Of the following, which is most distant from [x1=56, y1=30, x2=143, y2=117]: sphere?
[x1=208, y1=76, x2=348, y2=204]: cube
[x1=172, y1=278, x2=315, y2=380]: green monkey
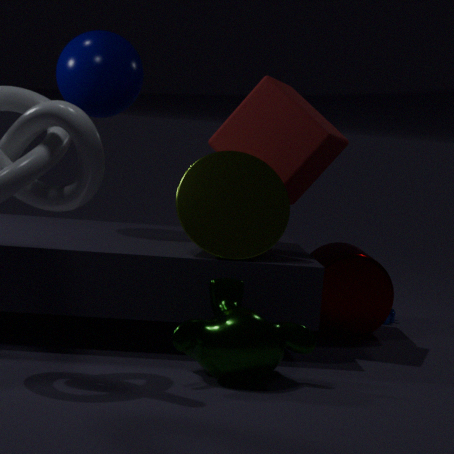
[x1=172, y1=278, x2=315, y2=380]: green monkey
